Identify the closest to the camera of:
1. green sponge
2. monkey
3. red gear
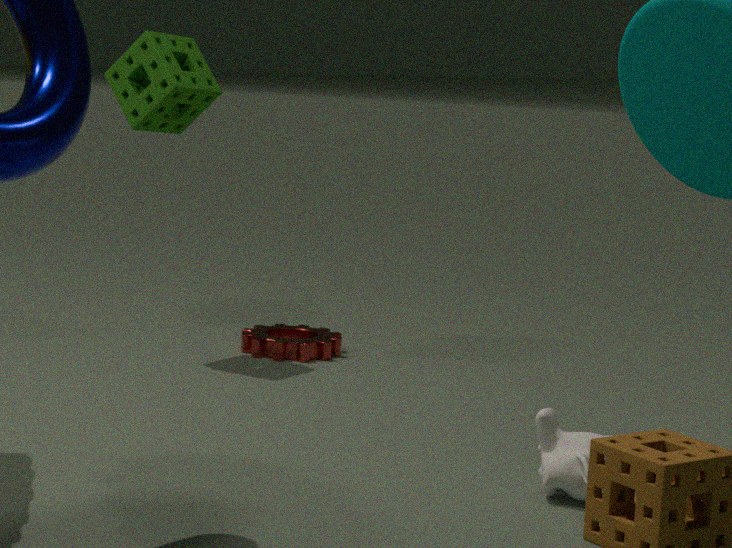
monkey
